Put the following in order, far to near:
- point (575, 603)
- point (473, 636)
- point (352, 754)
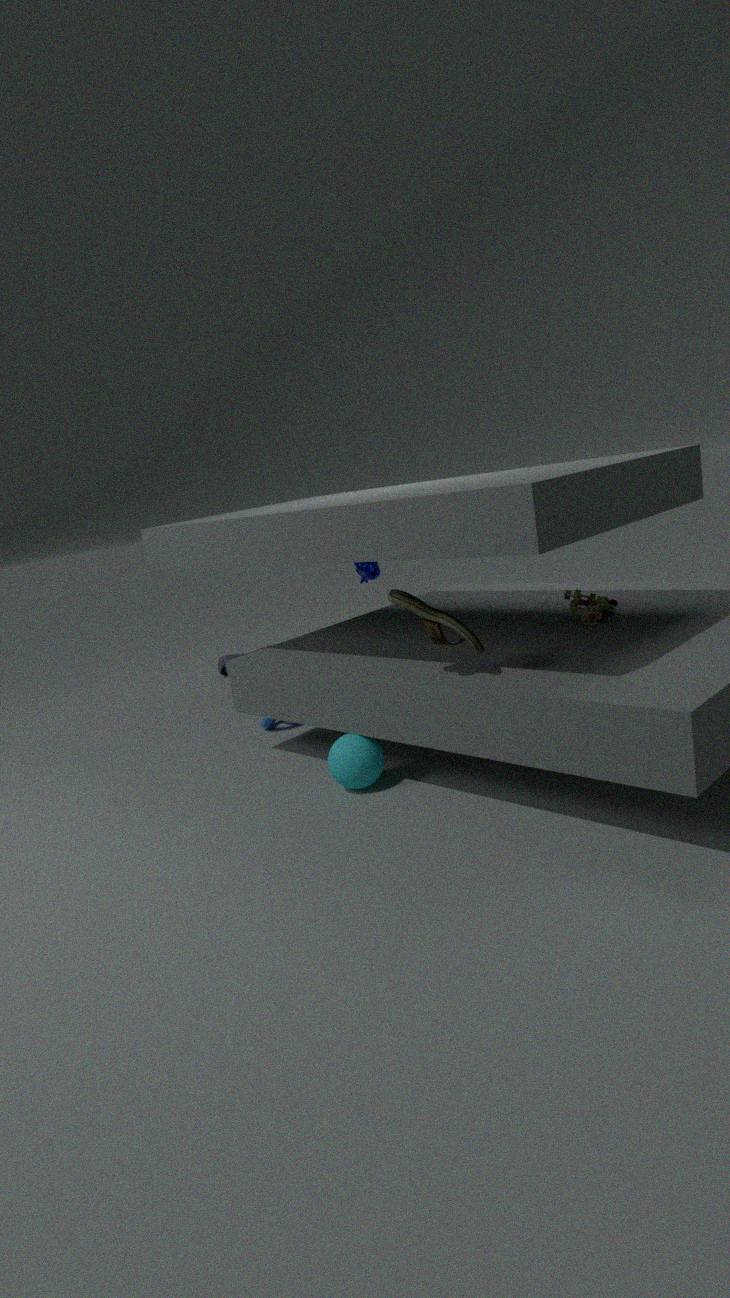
point (575, 603), point (352, 754), point (473, 636)
